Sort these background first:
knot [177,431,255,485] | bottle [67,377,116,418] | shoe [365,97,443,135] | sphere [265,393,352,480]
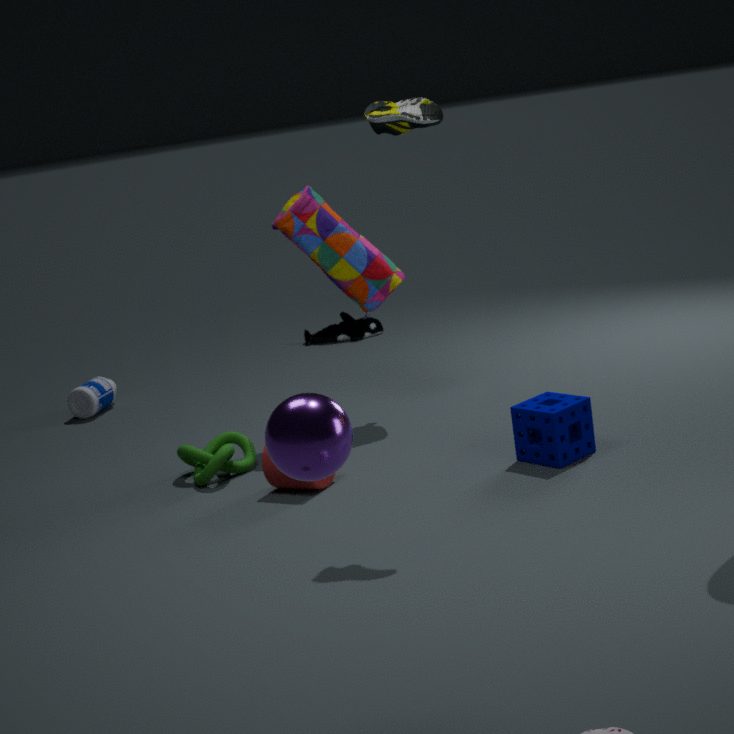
bottle [67,377,116,418]
knot [177,431,255,485]
shoe [365,97,443,135]
sphere [265,393,352,480]
